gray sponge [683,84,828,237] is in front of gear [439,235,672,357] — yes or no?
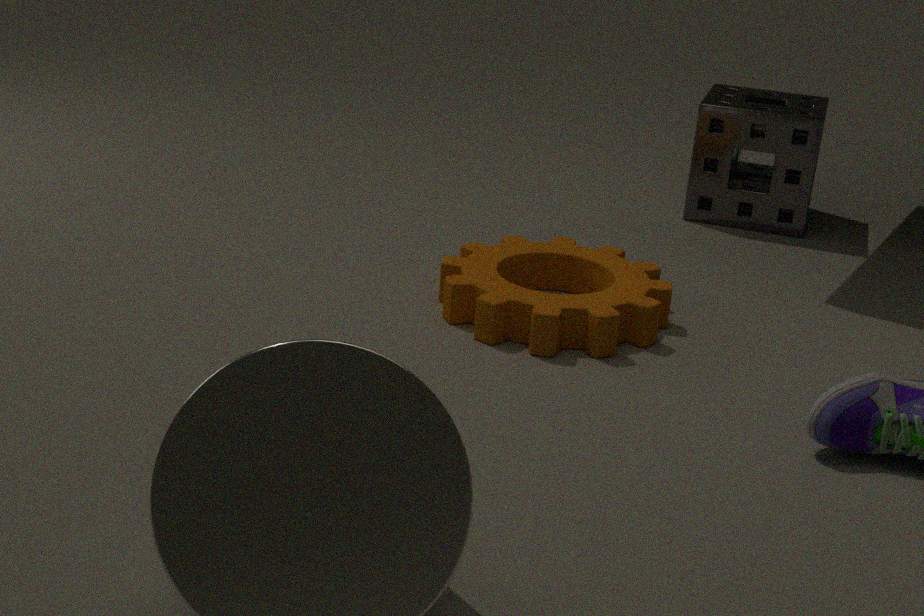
No
